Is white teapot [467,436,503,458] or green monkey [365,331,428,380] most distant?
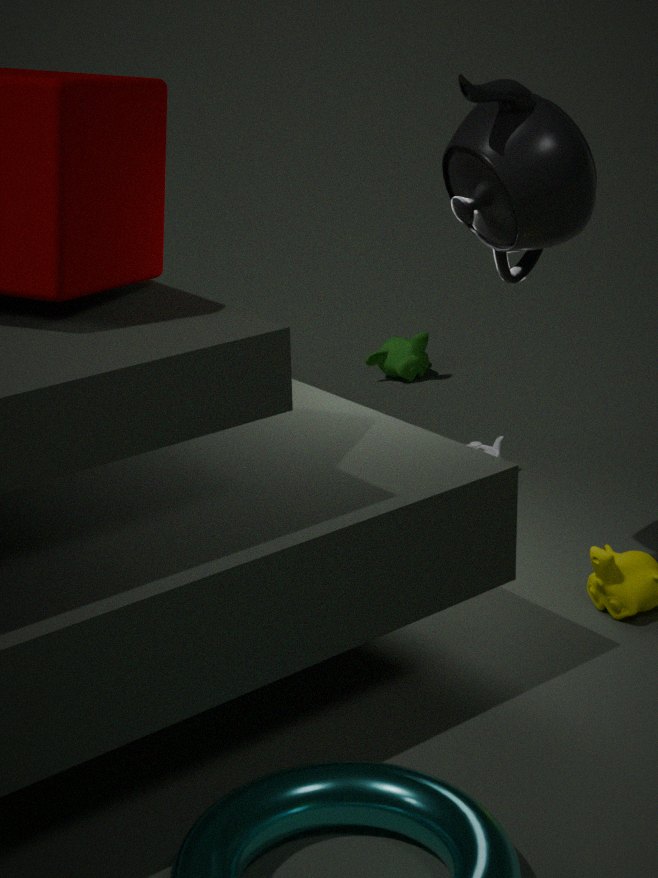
green monkey [365,331,428,380]
